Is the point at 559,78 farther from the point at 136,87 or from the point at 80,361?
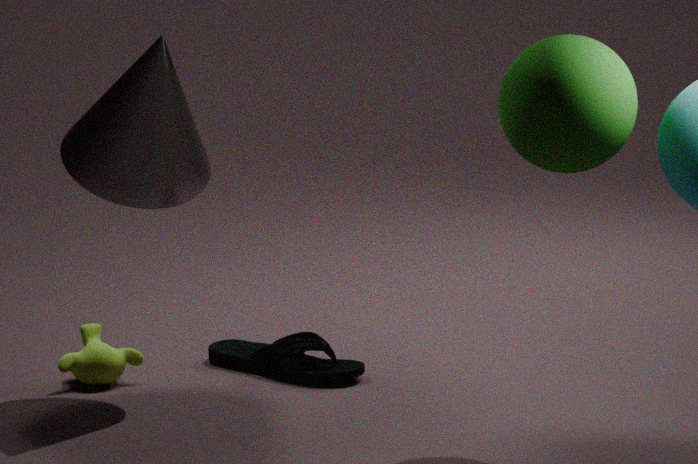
the point at 80,361
